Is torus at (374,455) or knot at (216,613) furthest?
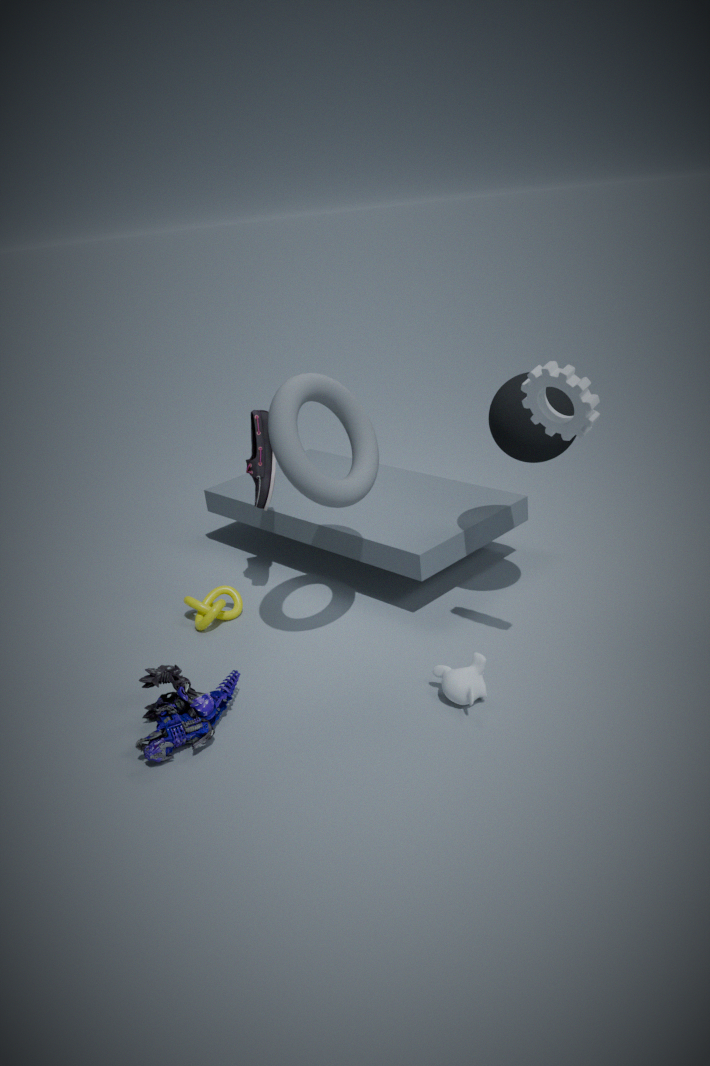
knot at (216,613)
